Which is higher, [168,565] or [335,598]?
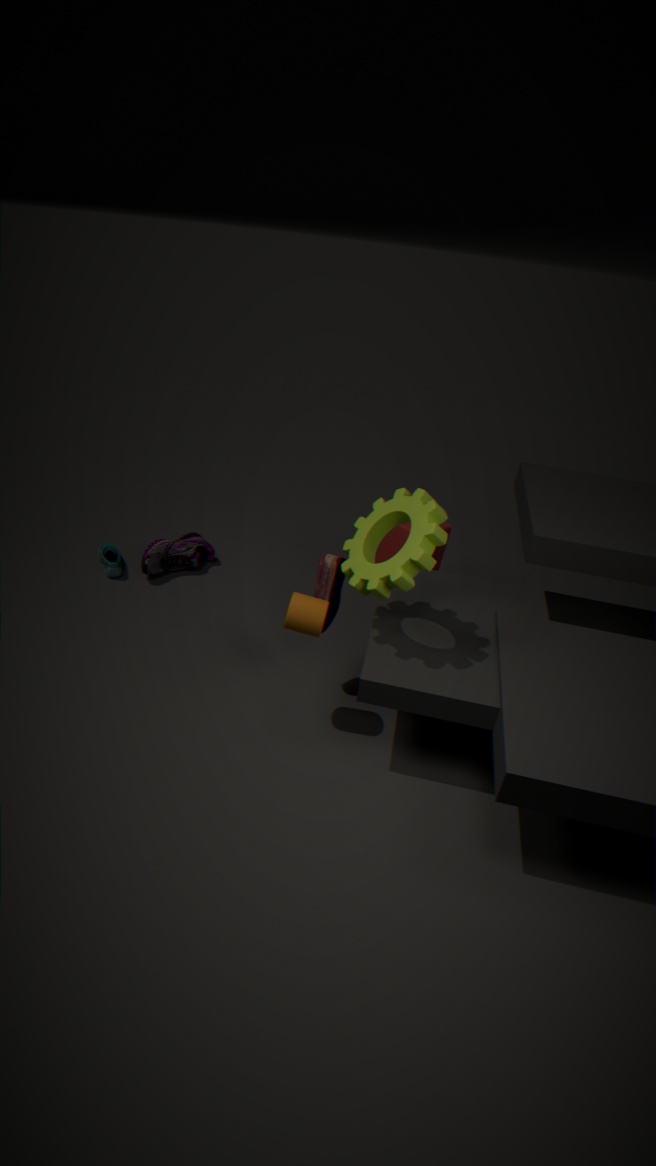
[335,598]
